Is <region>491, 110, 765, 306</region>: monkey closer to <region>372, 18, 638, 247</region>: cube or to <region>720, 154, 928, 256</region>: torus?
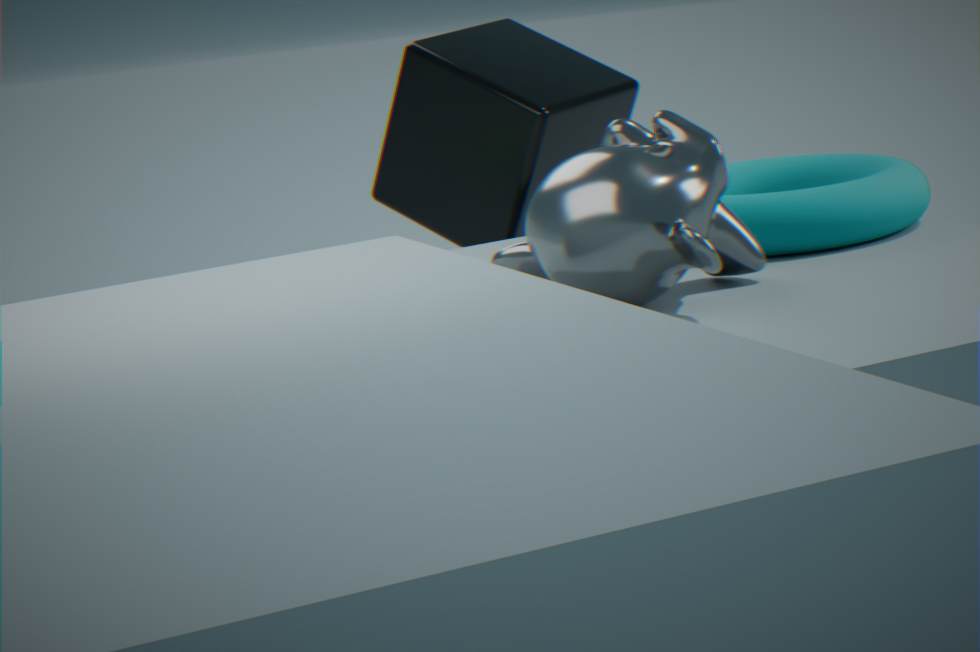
<region>720, 154, 928, 256</region>: torus
